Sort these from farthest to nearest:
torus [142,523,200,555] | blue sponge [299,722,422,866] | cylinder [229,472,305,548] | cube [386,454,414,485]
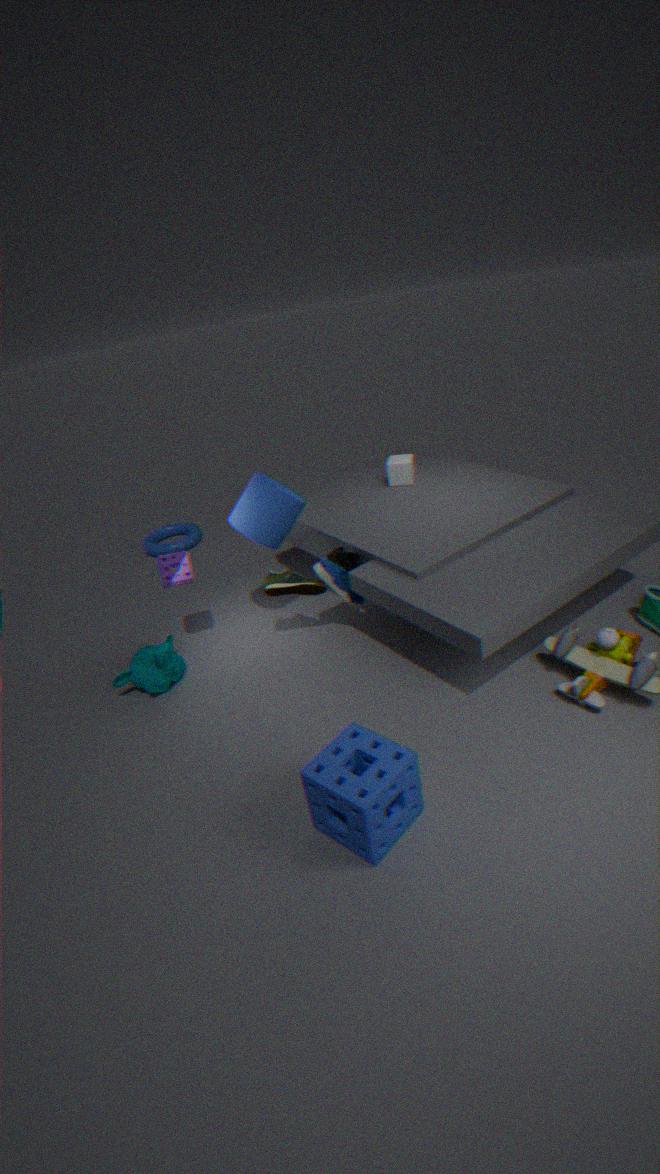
torus [142,523,200,555], cube [386,454,414,485], cylinder [229,472,305,548], blue sponge [299,722,422,866]
